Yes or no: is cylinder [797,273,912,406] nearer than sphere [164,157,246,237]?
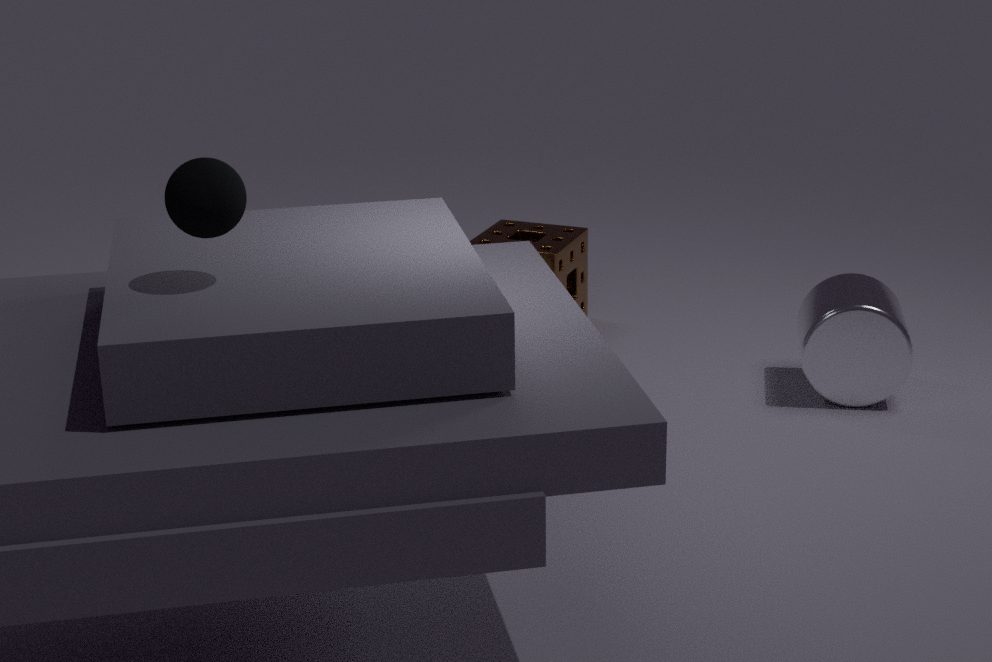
No
